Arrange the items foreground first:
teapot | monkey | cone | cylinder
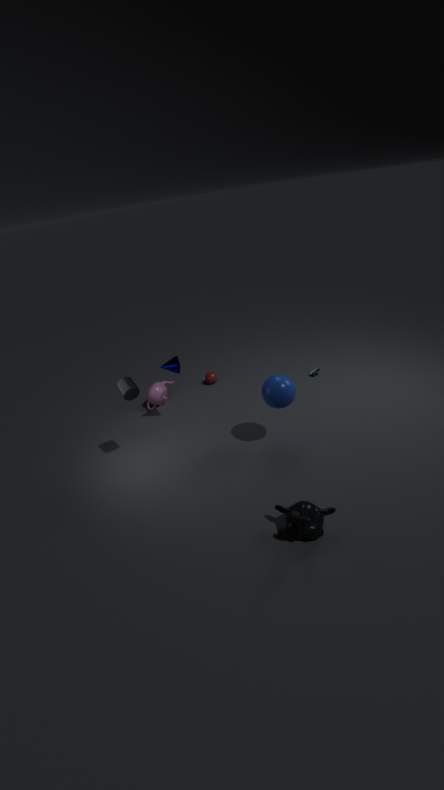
monkey < cylinder < cone < teapot
